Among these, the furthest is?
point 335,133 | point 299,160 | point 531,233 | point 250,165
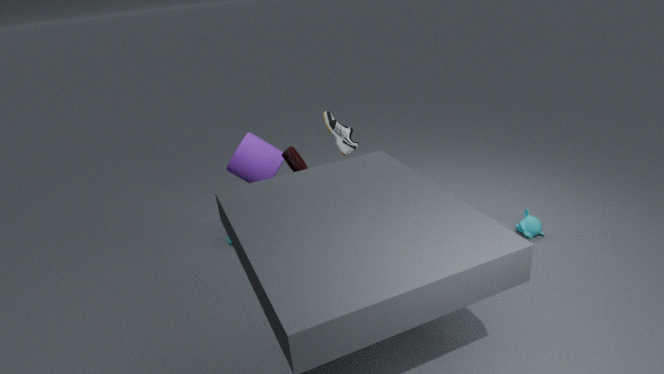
point 335,133
